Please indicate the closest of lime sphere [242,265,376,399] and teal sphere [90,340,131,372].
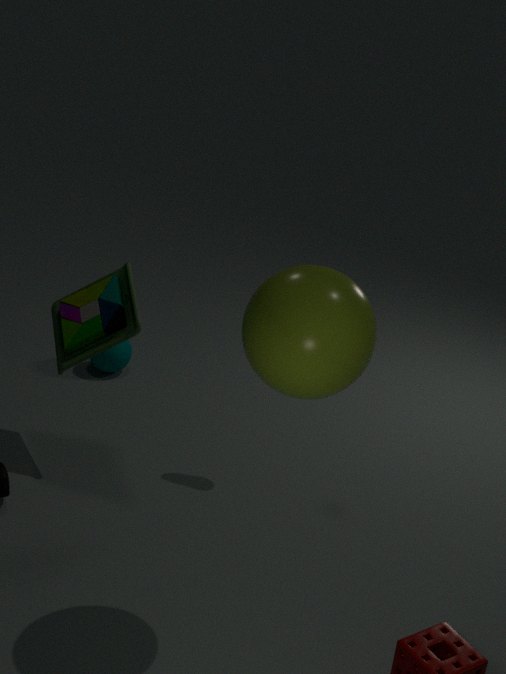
lime sphere [242,265,376,399]
